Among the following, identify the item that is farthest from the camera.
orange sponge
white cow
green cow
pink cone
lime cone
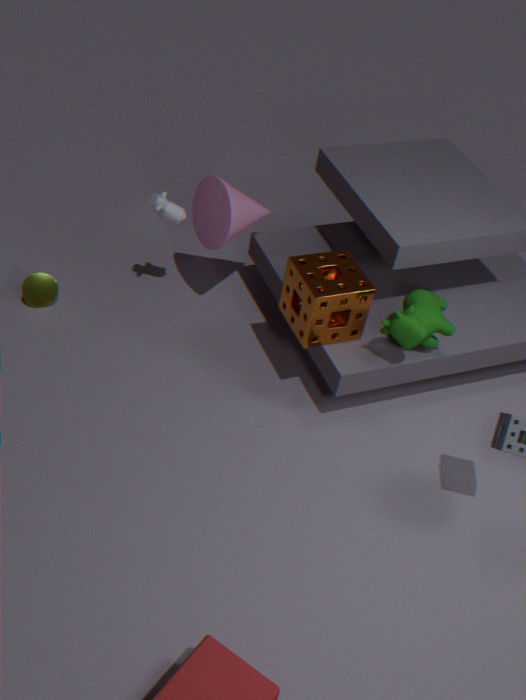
lime cone
